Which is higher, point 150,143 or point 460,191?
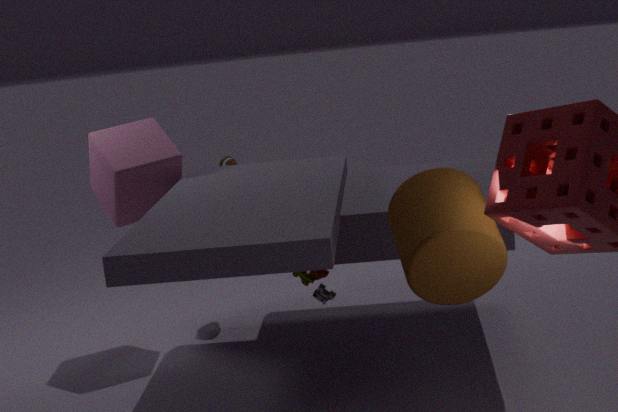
point 150,143
